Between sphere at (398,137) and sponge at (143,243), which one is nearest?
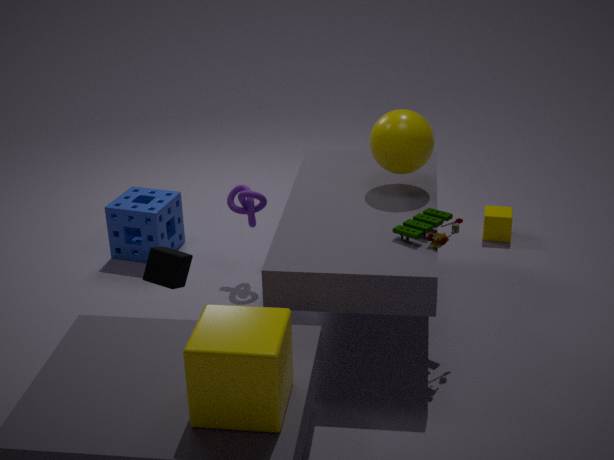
sphere at (398,137)
